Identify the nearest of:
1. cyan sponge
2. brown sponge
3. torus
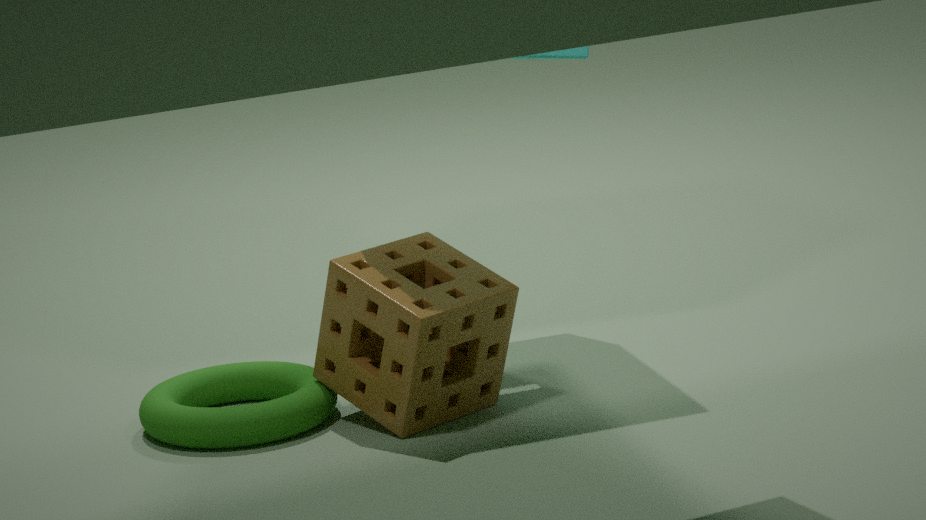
brown sponge
